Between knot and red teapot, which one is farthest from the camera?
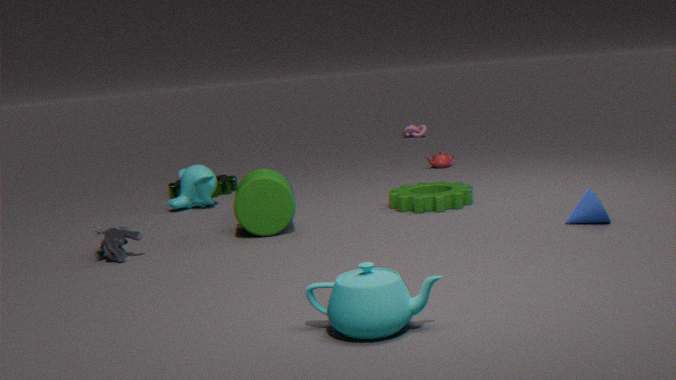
knot
